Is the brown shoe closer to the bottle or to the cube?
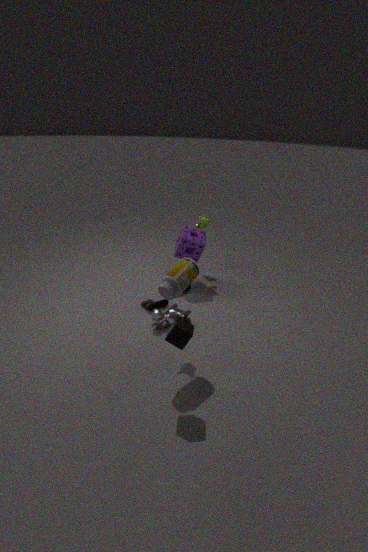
the bottle
